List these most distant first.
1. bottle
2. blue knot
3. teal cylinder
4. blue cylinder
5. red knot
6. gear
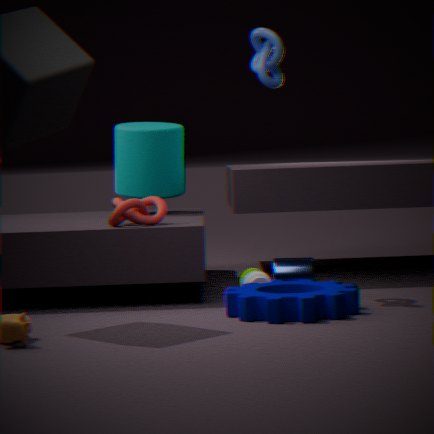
1. teal cylinder
2. blue cylinder
3. red knot
4. bottle
5. blue knot
6. gear
